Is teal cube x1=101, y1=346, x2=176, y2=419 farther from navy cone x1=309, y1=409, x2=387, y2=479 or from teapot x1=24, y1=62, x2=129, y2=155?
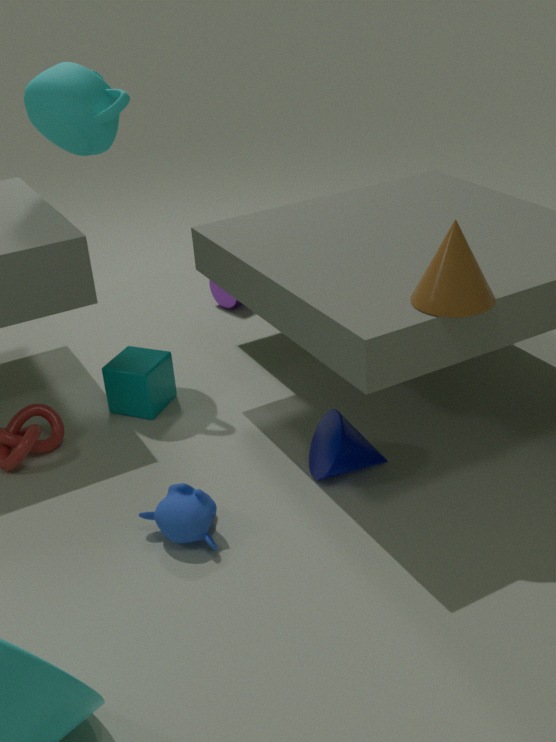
teapot x1=24, y1=62, x2=129, y2=155
